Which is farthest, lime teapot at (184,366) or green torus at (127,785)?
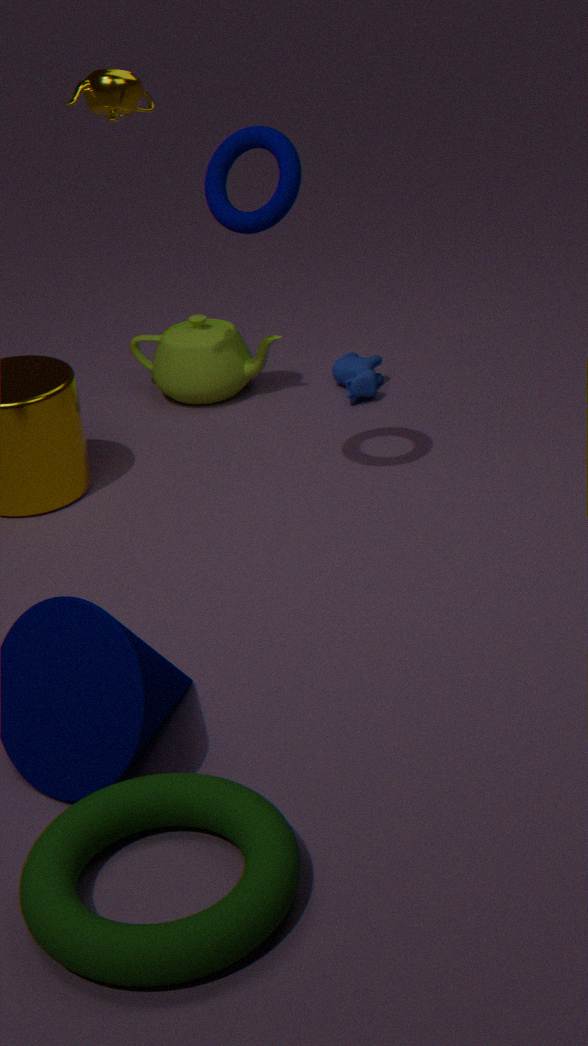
lime teapot at (184,366)
